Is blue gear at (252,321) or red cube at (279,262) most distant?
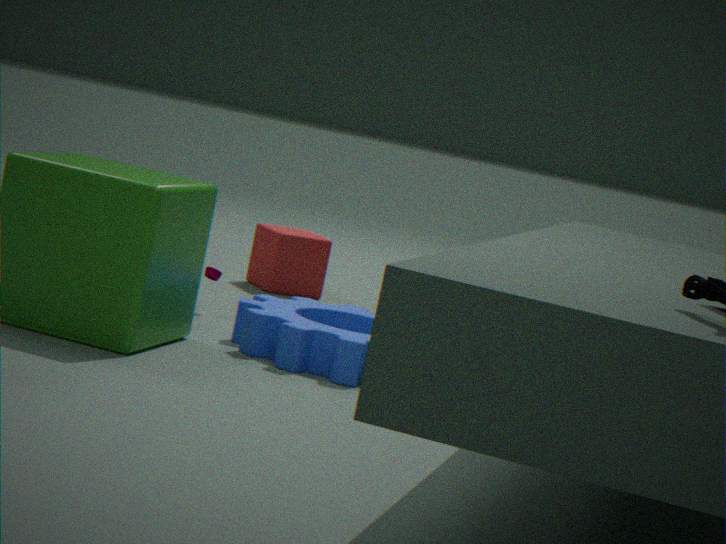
red cube at (279,262)
